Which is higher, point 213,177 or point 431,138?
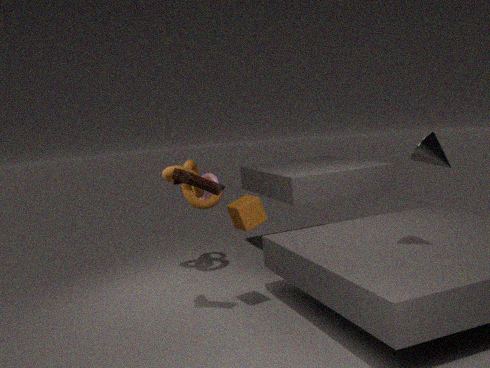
point 431,138
